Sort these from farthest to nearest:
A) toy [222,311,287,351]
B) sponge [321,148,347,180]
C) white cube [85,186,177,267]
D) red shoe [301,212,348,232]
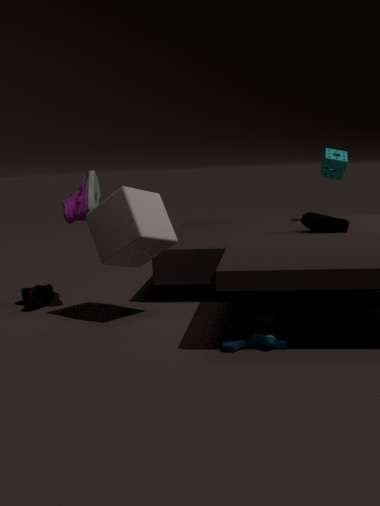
sponge [321,148,347,180], red shoe [301,212,348,232], white cube [85,186,177,267], toy [222,311,287,351]
